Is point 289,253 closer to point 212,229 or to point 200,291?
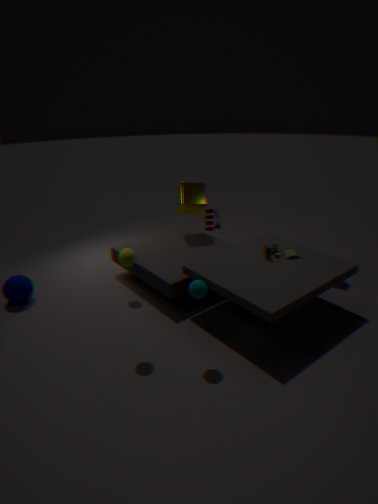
point 212,229
